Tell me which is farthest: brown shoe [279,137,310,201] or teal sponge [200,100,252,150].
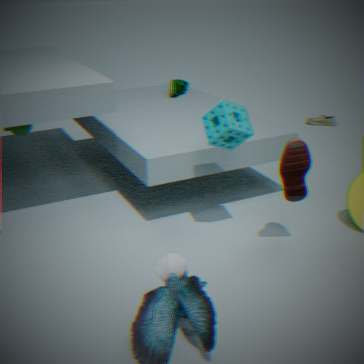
teal sponge [200,100,252,150]
